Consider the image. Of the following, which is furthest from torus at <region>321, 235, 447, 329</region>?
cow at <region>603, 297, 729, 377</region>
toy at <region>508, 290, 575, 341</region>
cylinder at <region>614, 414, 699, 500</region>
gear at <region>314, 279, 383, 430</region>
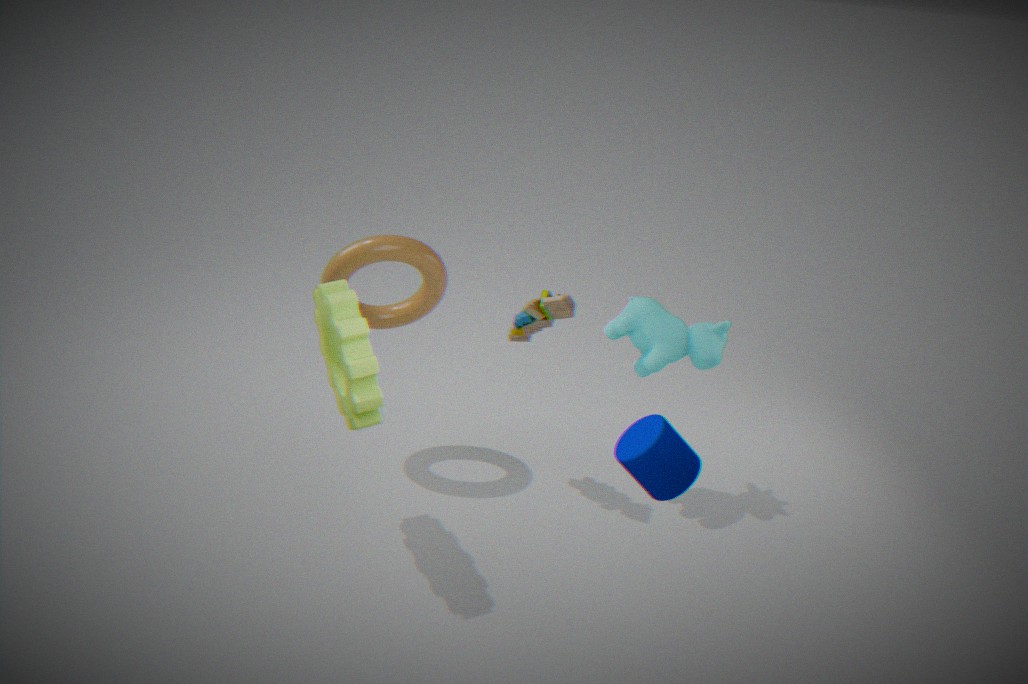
cylinder at <region>614, 414, 699, 500</region>
